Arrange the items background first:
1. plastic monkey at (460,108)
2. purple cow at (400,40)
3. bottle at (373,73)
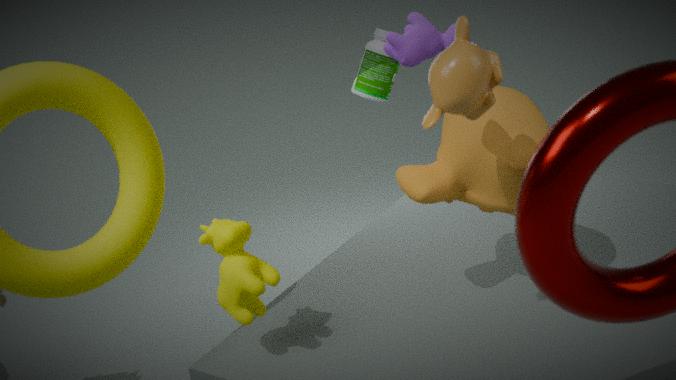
bottle at (373,73) → purple cow at (400,40) → plastic monkey at (460,108)
